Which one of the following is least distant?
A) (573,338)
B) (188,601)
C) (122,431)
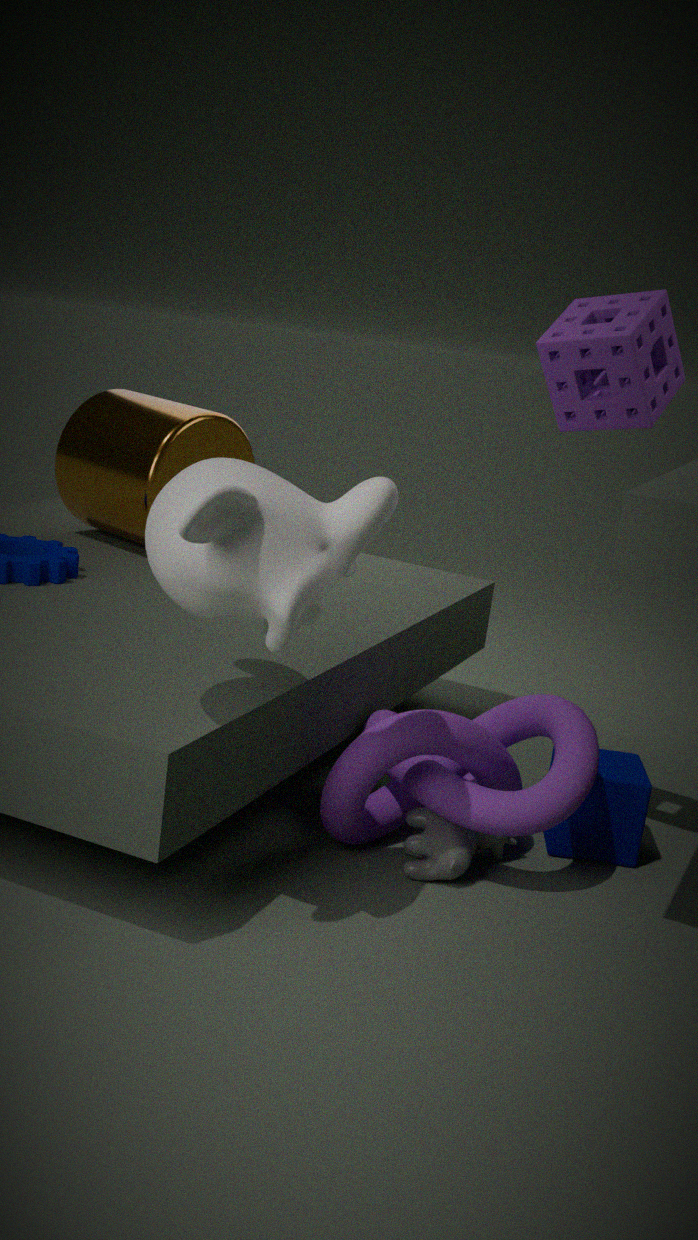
(188,601)
